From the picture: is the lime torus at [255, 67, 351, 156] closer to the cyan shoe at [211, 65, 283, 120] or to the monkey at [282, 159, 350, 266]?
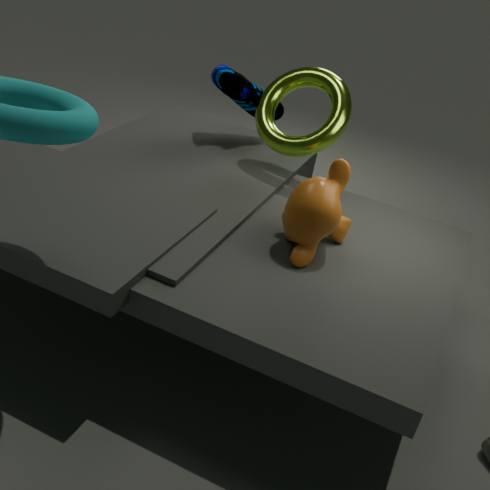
the cyan shoe at [211, 65, 283, 120]
